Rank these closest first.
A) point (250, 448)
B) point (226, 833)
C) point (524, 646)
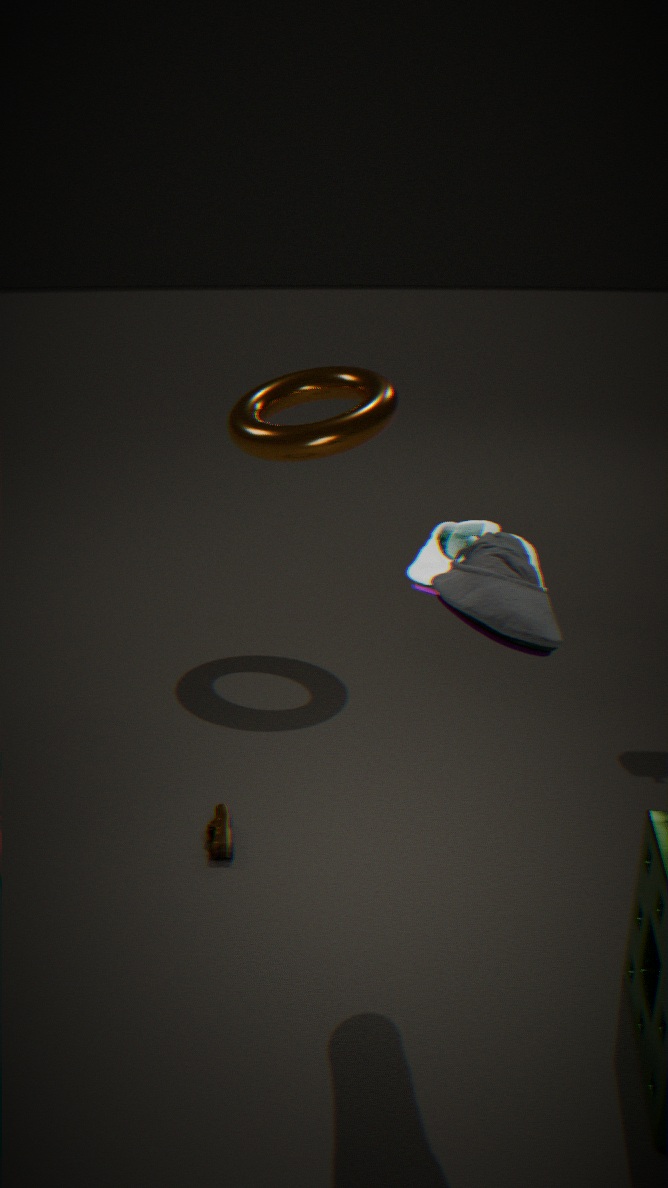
point (524, 646) < point (226, 833) < point (250, 448)
